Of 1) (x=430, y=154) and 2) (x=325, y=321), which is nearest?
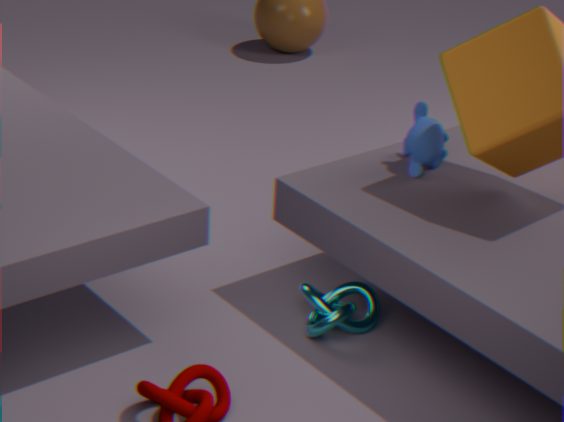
2. (x=325, y=321)
